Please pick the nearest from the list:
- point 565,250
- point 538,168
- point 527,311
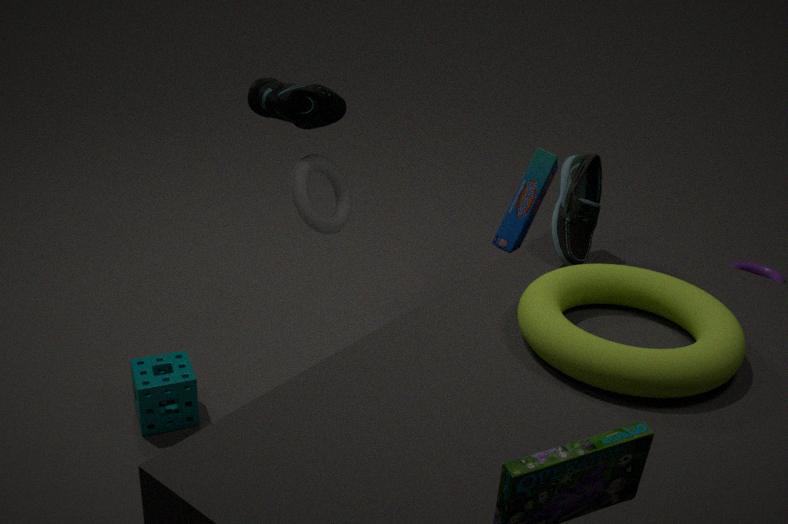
point 527,311
